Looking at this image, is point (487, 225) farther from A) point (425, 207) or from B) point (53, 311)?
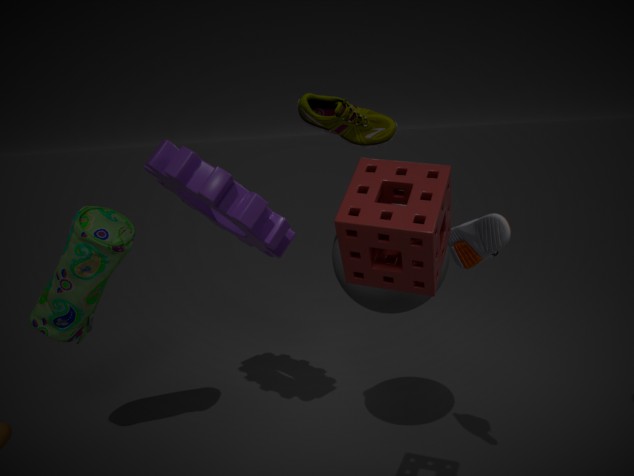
B) point (53, 311)
